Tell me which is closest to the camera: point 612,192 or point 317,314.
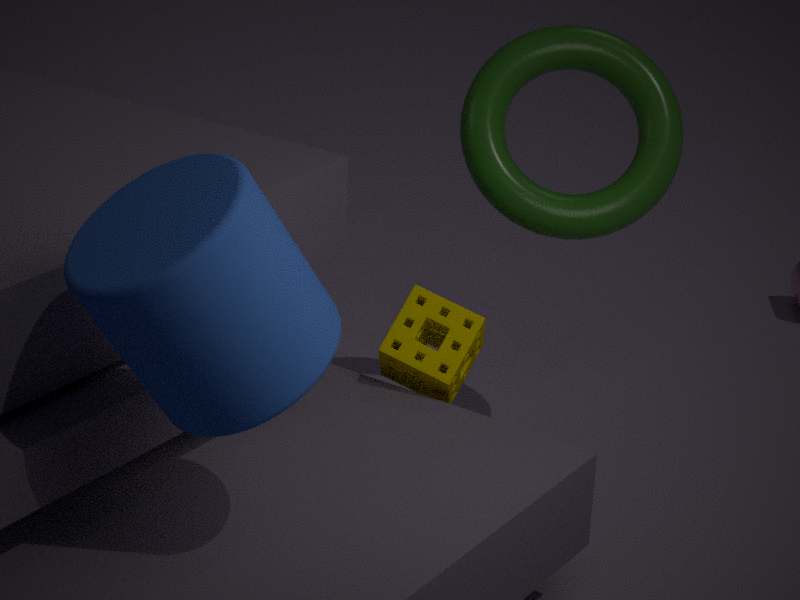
point 317,314
